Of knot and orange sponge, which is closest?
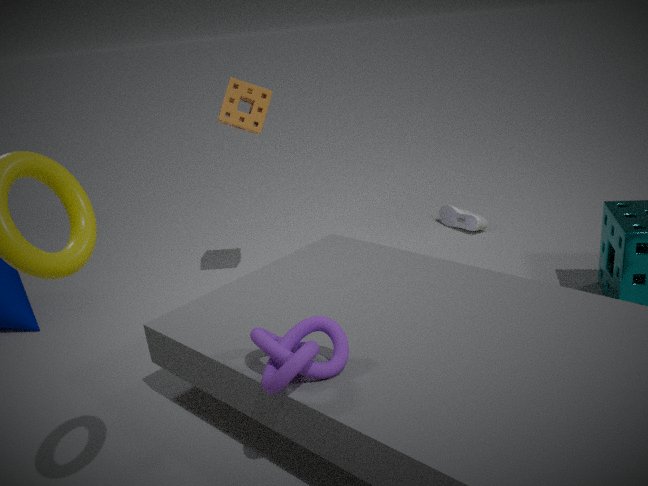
knot
